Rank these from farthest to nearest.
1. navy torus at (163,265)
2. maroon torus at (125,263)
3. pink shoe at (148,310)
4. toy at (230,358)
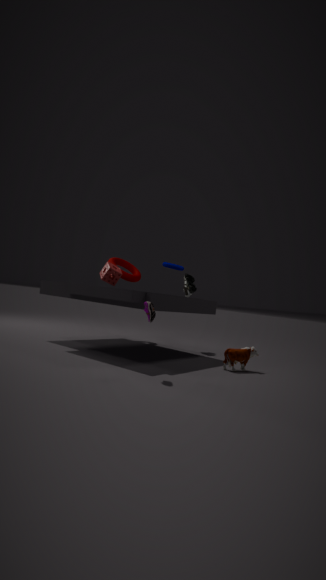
1. maroon torus at (125,263)
2. navy torus at (163,265)
3. toy at (230,358)
4. pink shoe at (148,310)
